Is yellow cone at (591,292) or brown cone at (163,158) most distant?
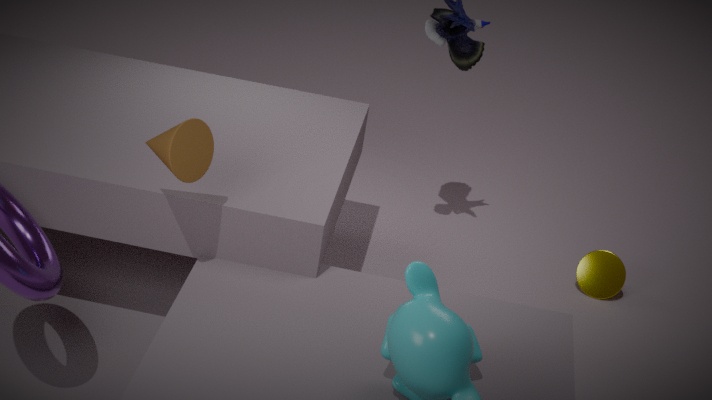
yellow cone at (591,292)
